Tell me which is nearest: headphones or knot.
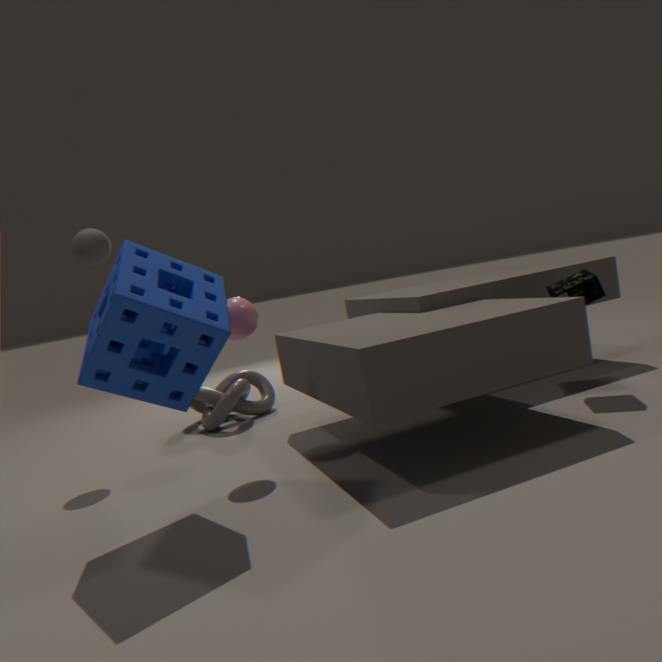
headphones
